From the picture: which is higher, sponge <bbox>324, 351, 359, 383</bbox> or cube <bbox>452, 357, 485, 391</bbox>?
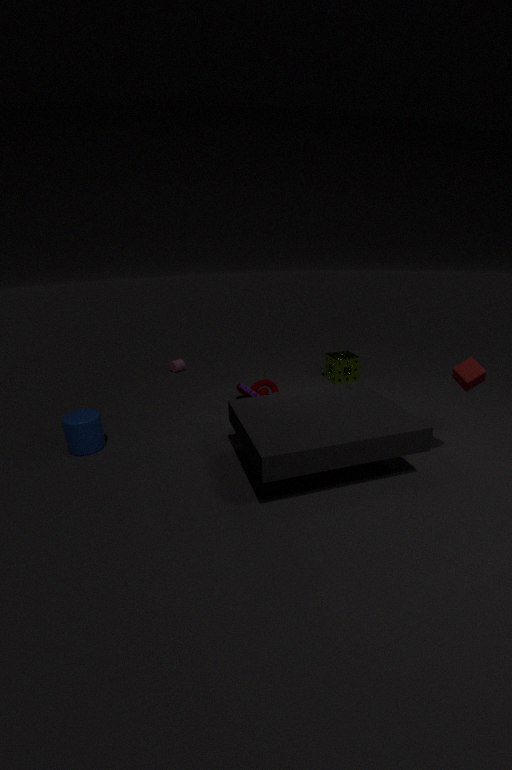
cube <bbox>452, 357, 485, 391</bbox>
